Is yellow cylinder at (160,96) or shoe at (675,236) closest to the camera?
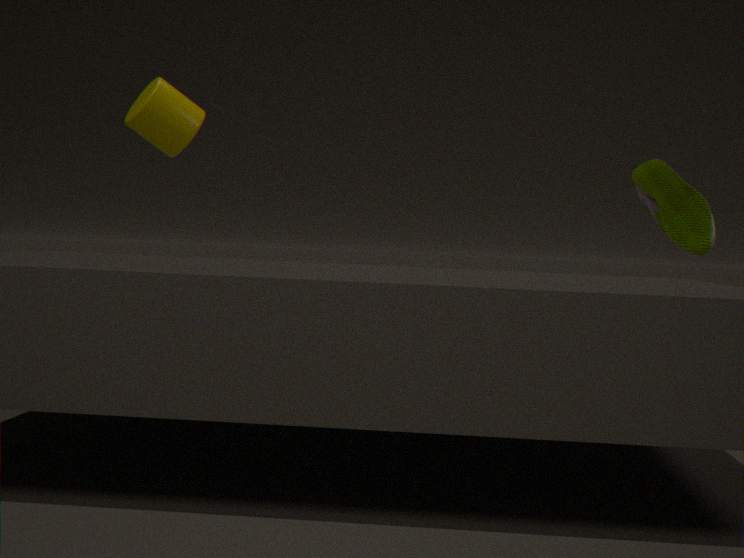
shoe at (675,236)
